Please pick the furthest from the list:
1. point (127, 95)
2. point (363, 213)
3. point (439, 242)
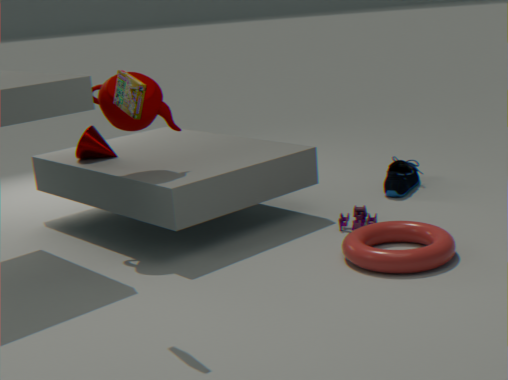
point (363, 213)
